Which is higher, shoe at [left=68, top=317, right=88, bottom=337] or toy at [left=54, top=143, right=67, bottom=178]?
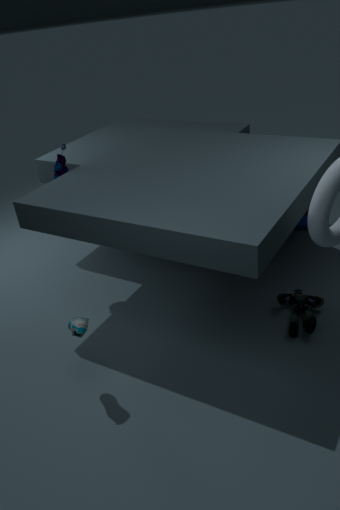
toy at [left=54, top=143, right=67, bottom=178]
